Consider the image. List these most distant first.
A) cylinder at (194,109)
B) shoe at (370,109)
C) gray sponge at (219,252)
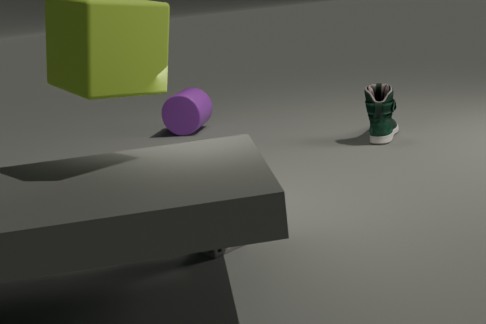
cylinder at (194,109), shoe at (370,109), gray sponge at (219,252)
